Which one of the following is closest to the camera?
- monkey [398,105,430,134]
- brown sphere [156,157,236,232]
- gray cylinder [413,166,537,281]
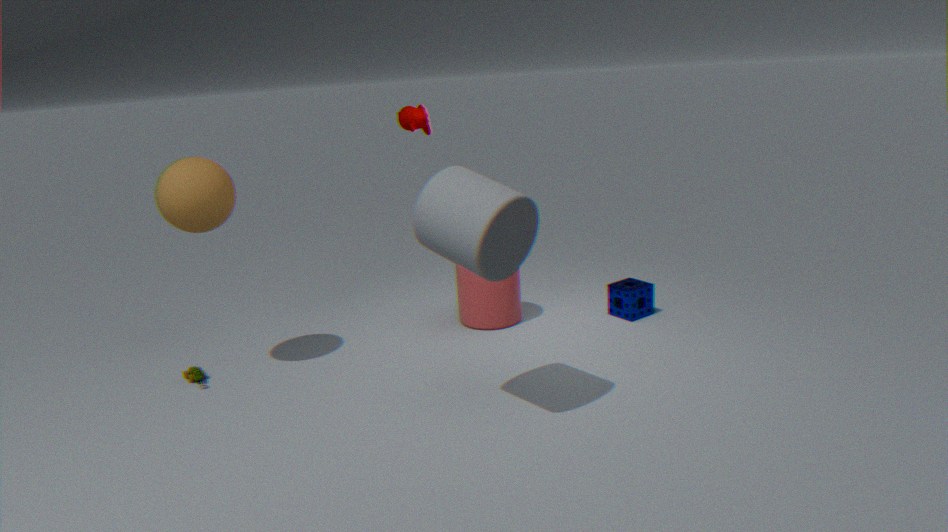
gray cylinder [413,166,537,281]
